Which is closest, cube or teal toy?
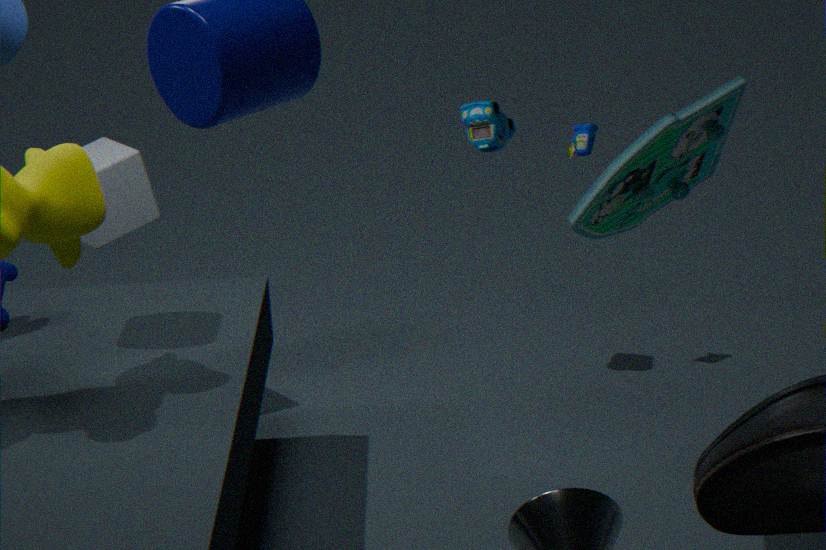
teal toy
